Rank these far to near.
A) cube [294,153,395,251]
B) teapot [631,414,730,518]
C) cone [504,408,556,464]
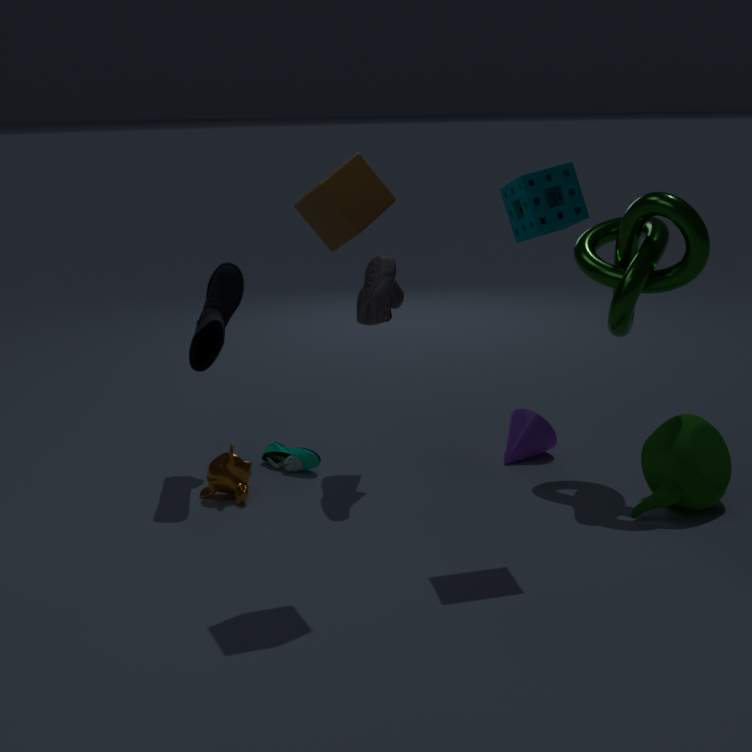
cone [504,408,556,464]
teapot [631,414,730,518]
cube [294,153,395,251]
